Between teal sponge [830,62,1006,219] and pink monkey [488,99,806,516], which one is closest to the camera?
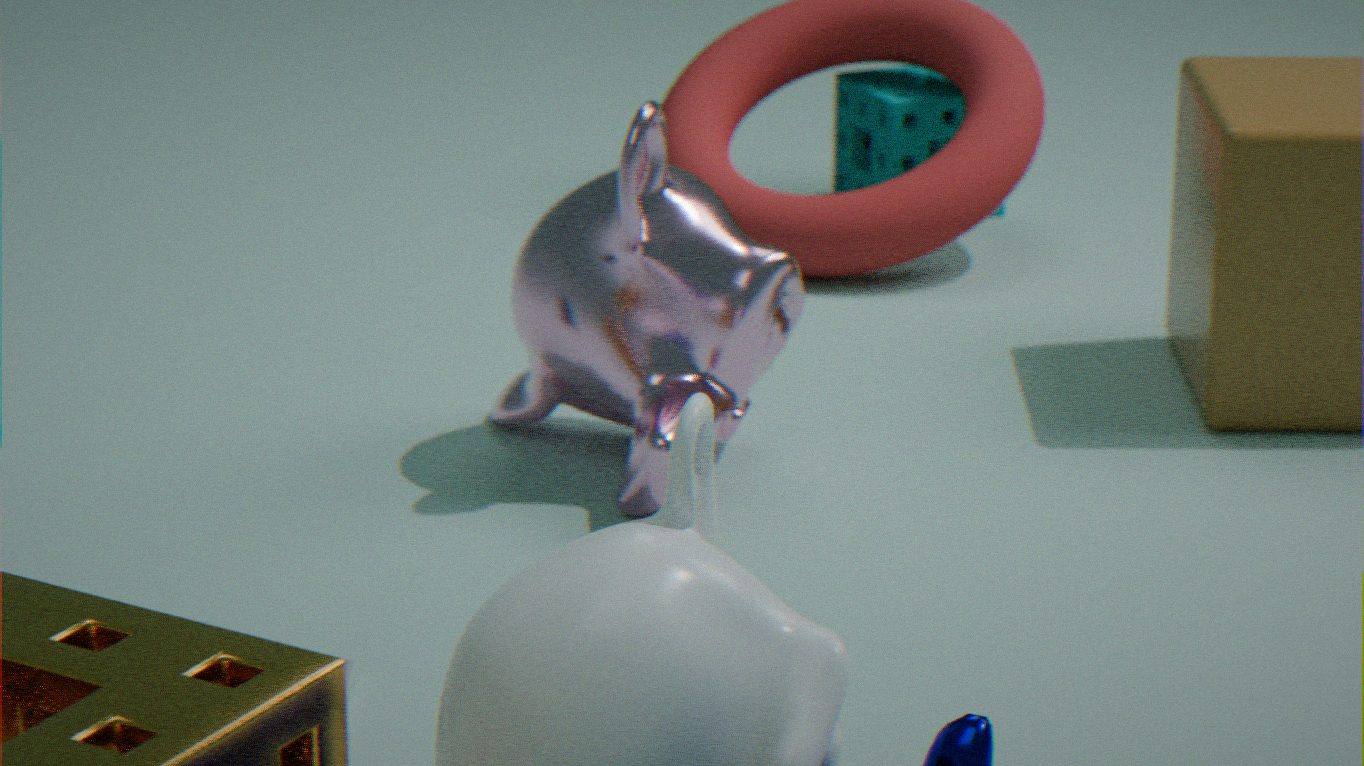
pink monkey [488,99,806,516]
